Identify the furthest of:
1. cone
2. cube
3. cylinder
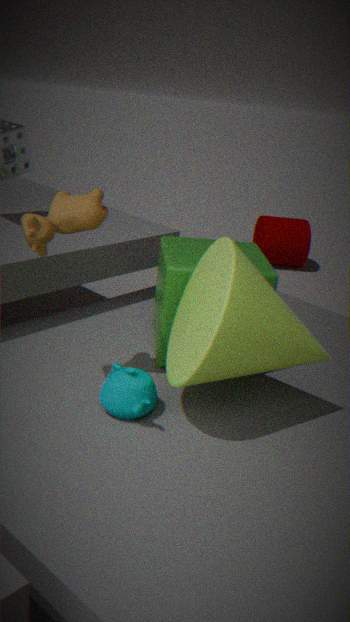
cylinder
